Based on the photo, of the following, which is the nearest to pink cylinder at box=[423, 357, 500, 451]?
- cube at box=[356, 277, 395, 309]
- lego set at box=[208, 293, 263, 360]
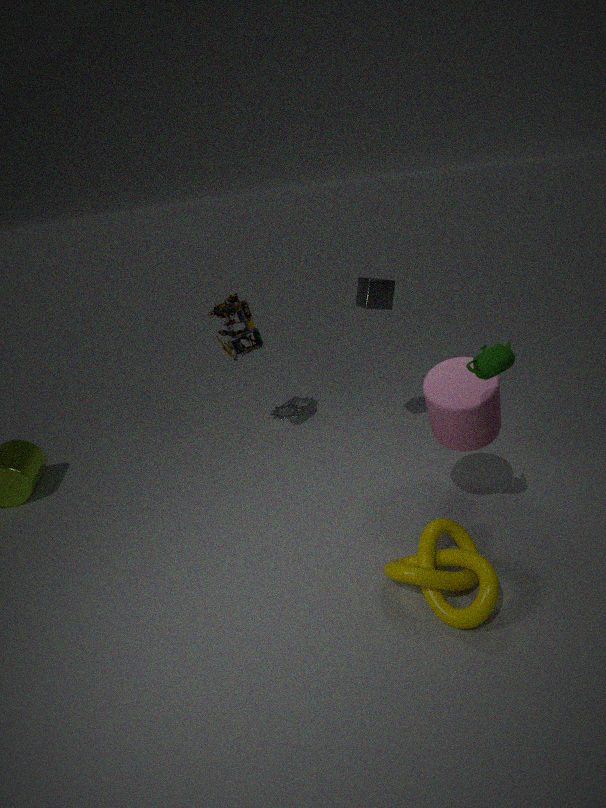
cube at box=[356, 277, 395, 309]
